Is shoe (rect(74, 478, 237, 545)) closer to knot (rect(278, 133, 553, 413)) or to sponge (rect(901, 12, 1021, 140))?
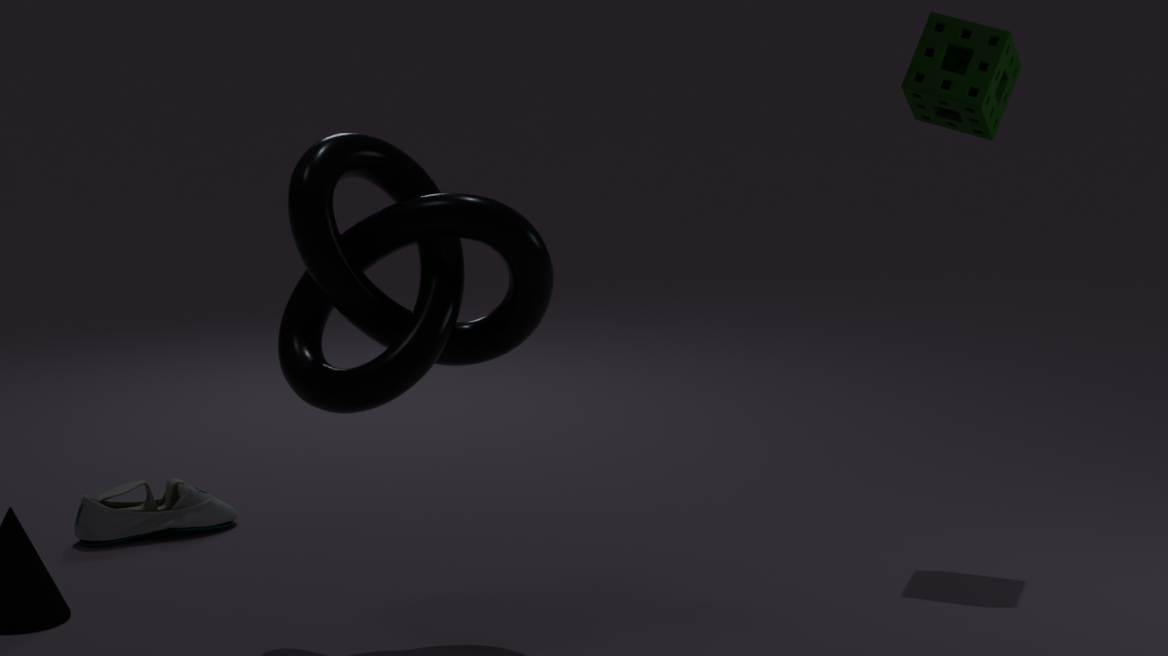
knot (rect(278, 133, 553, 413))
